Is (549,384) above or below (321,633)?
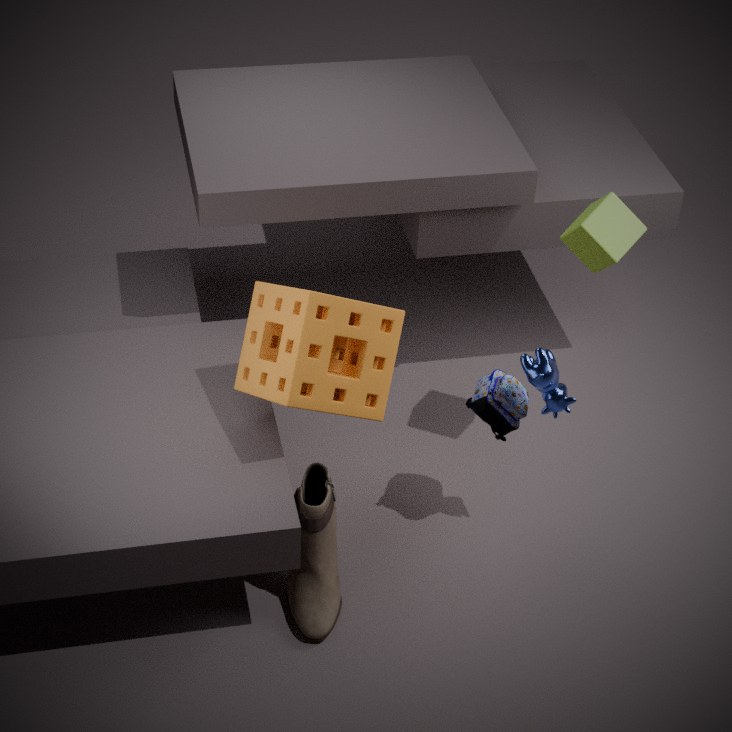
above
